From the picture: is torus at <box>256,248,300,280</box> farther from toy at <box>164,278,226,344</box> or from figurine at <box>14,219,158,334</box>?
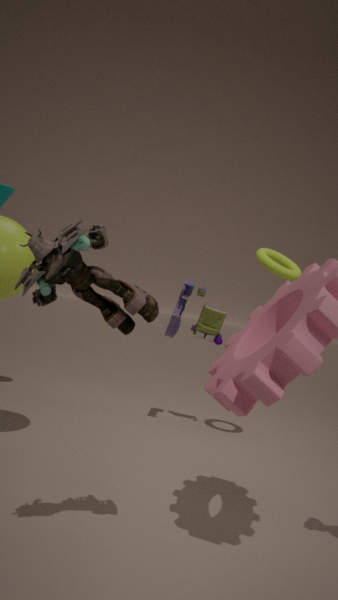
figurine at <box>14,219,158,334</box>
